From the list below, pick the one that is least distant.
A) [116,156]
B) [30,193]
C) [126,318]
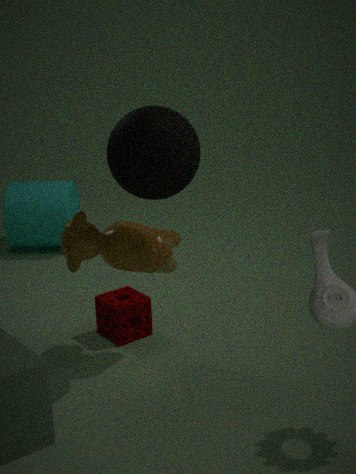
[116,156]
